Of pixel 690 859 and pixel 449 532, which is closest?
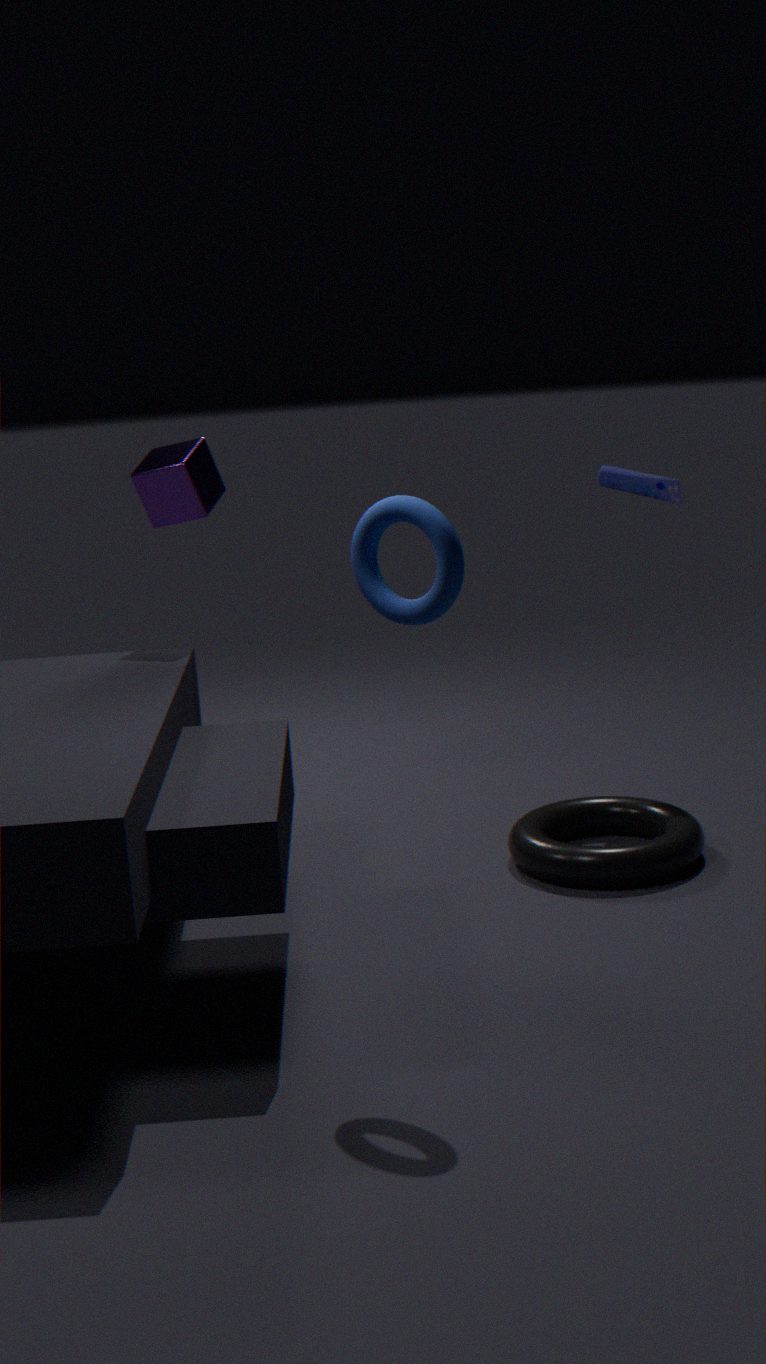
pixel 449 532
